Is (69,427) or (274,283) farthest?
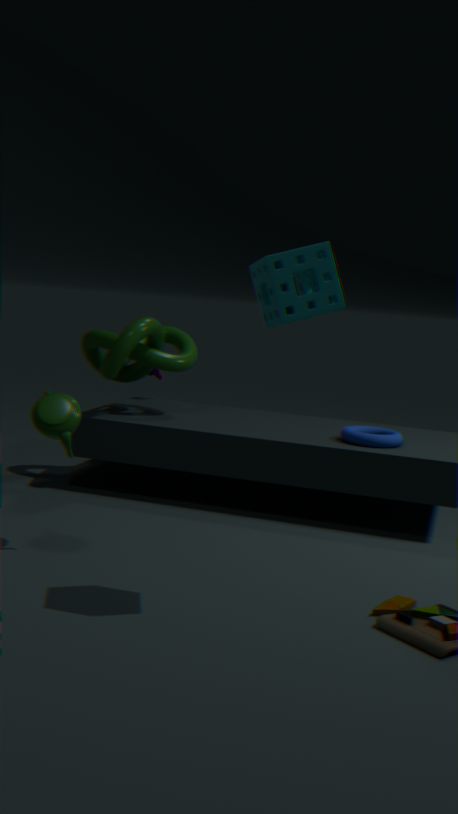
(69,427)
